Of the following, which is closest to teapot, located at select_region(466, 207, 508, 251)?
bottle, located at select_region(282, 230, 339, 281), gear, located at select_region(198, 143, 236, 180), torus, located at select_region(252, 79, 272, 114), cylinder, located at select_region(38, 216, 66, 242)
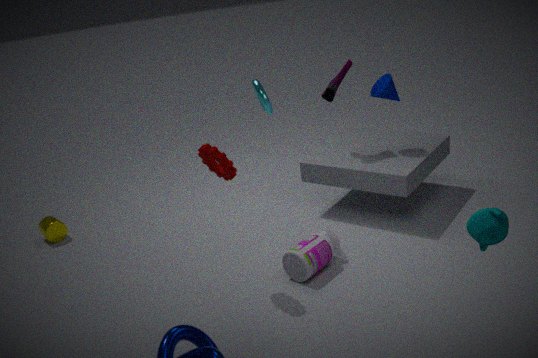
bottle, located at select_region(282, 230, 339, 281)
